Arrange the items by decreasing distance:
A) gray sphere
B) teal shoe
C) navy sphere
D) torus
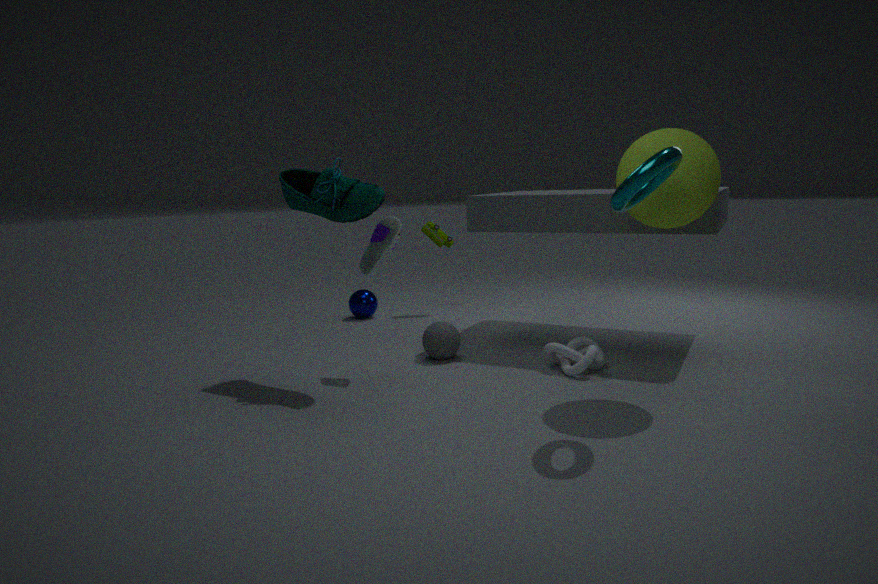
navy sphere, gray sphere, teal shoe, torus
